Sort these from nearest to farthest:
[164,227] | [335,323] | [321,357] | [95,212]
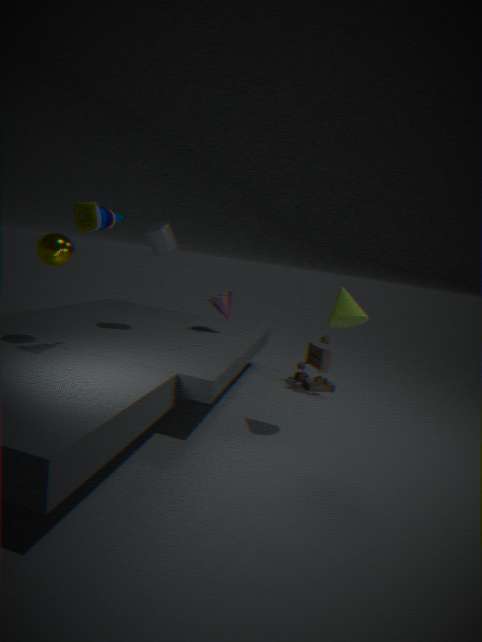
[95,212] → [335,323] → [164,227] → [321,357]
